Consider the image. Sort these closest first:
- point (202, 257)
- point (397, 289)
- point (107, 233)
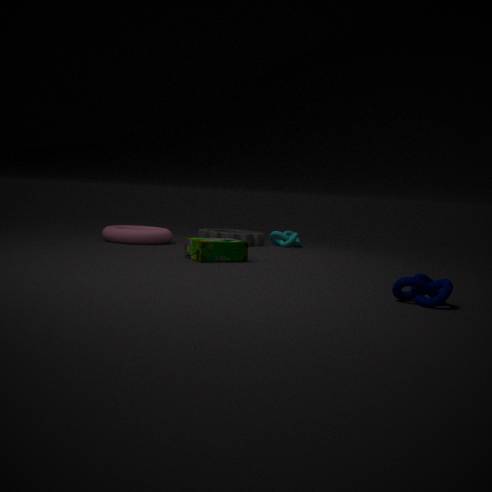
1. point (397, 289)
2. point (202, 257)
3. point (107, 233)
